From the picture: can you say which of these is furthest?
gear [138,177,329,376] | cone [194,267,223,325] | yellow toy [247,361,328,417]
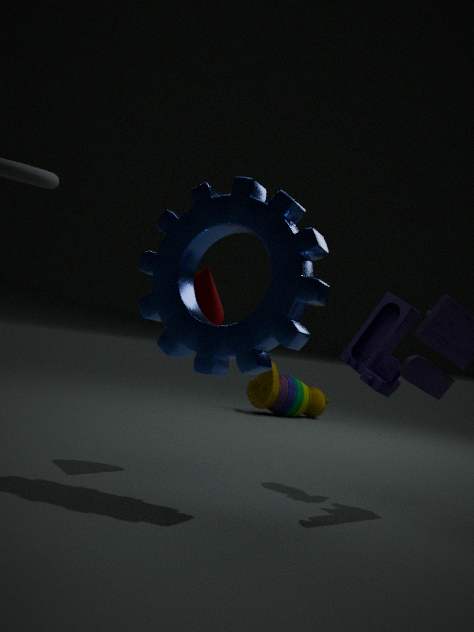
yellow toy [247,361,328,417]
